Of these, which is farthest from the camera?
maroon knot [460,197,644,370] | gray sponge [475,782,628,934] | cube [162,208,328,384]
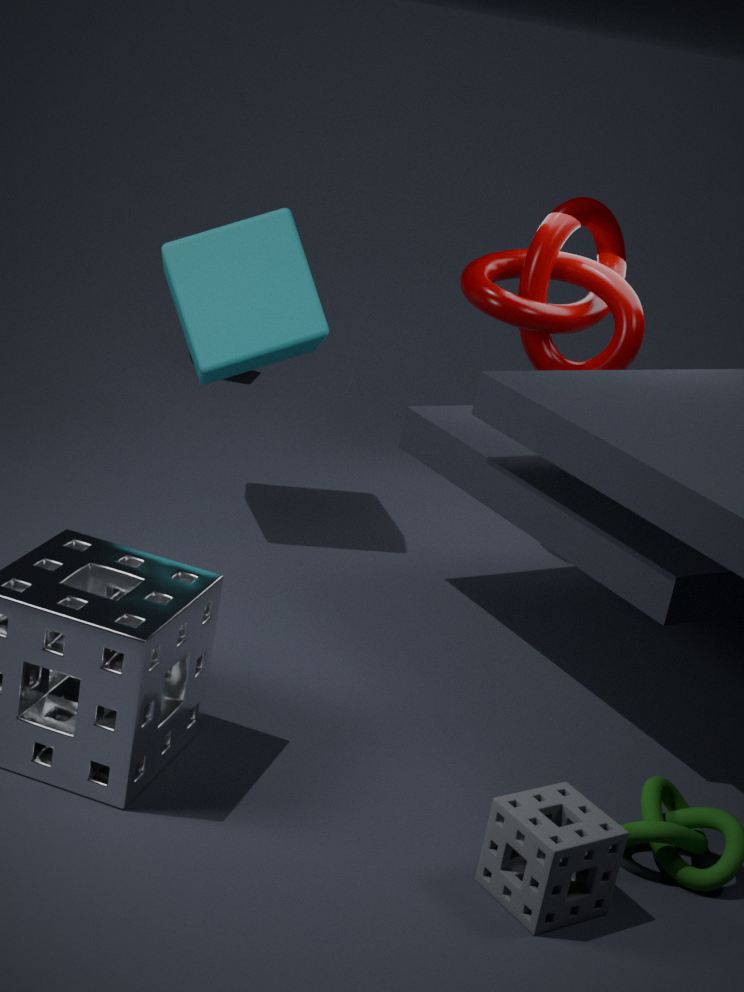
maroon knot [460,197,644,370]
